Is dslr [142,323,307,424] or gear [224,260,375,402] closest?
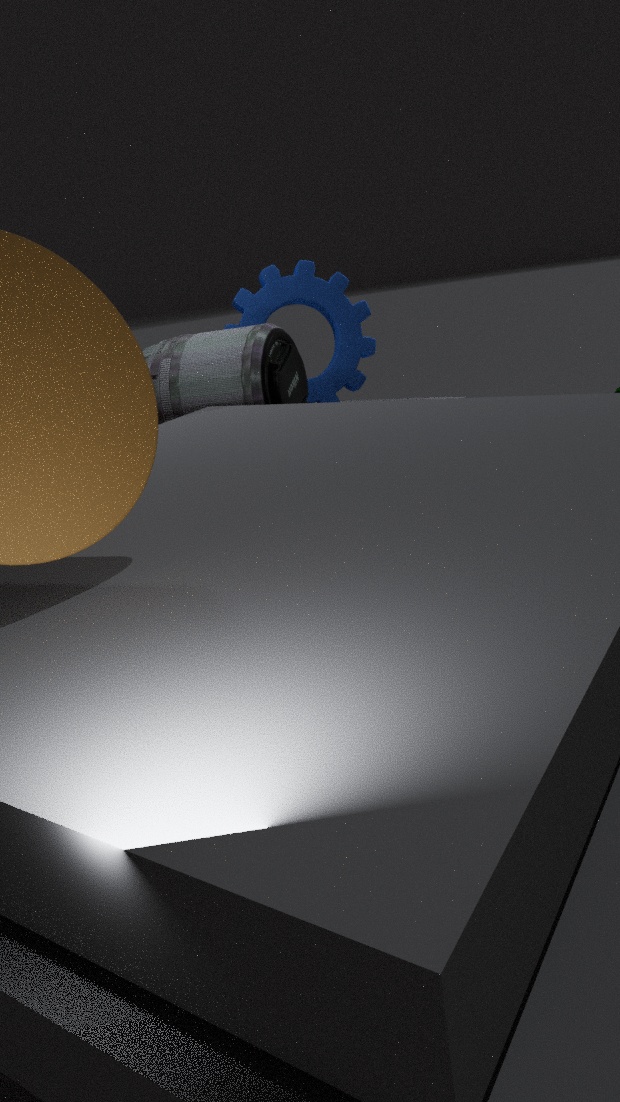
dslr [142,323,307,424]
